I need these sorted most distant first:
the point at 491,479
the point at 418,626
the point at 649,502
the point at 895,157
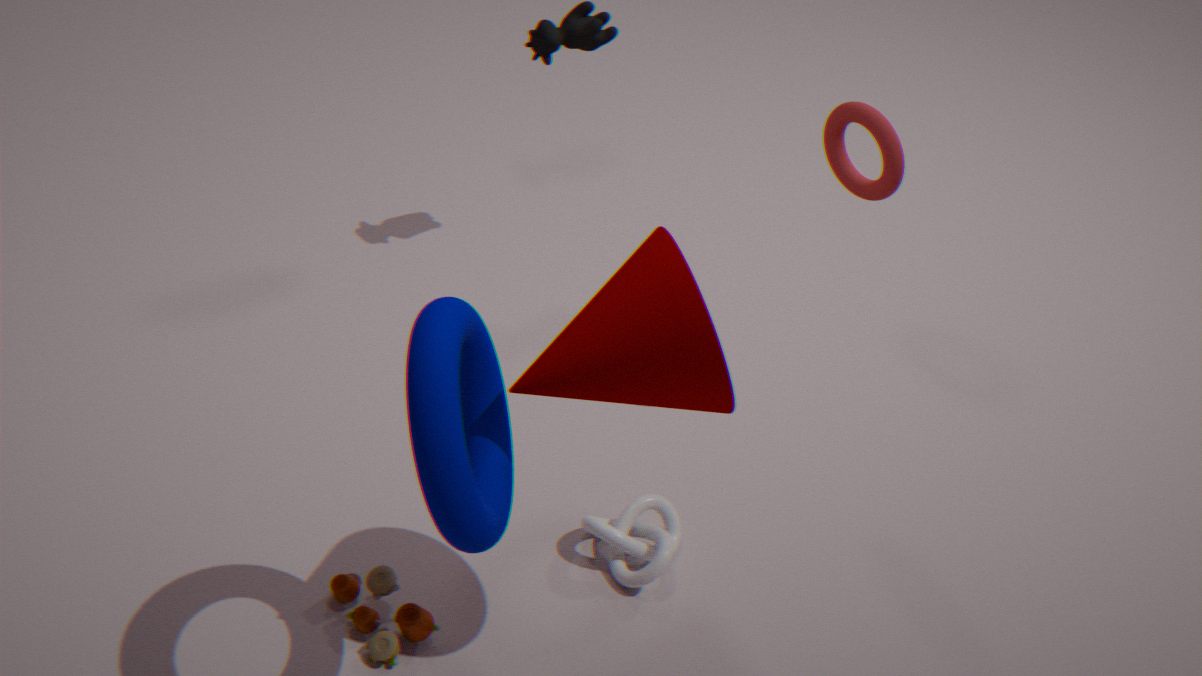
the point at 649,502 < the point at 895,157 < the point at 418,626 < the point at 491,479
